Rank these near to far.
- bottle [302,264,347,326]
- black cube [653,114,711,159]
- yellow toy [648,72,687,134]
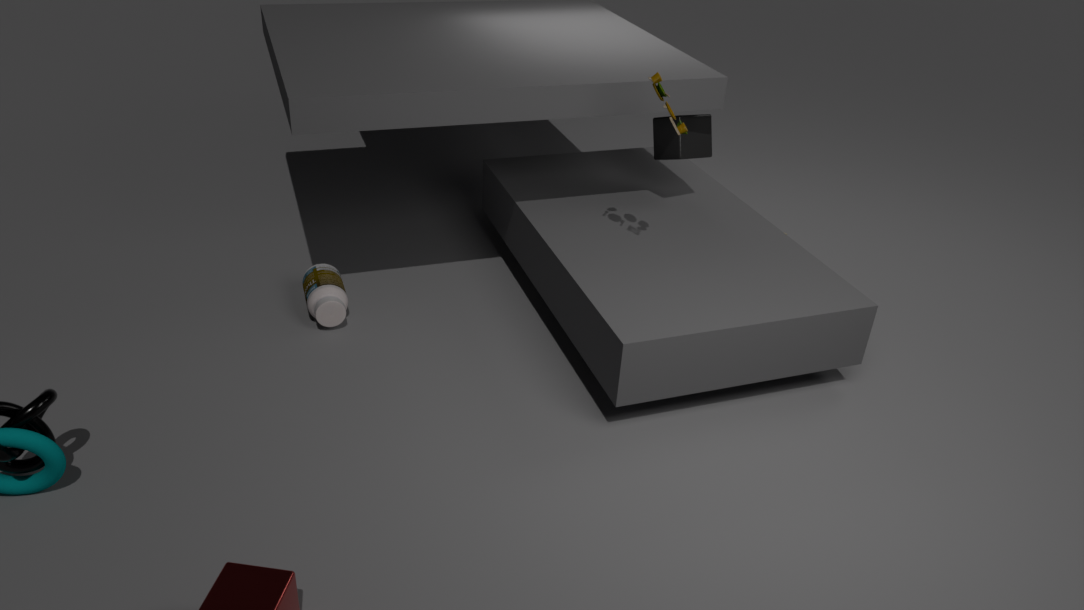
yellow toy [648,72,687,134], bottle [302,264,347,326], black cube [653,114,711,159]
